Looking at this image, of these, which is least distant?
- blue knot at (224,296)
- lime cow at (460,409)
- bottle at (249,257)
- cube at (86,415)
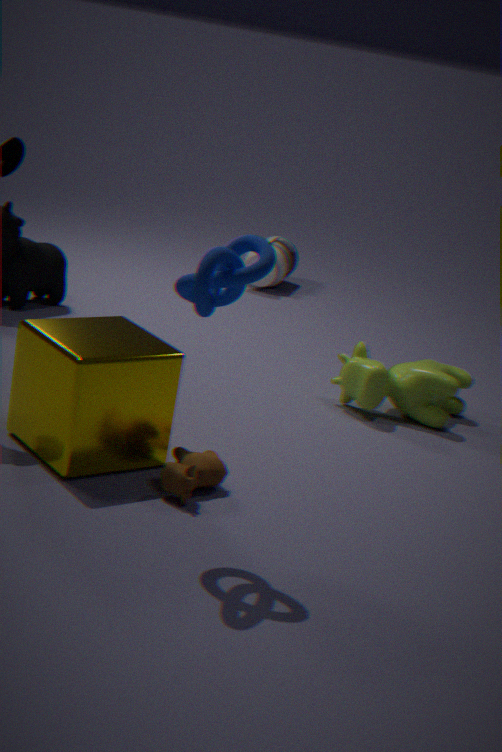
blue knot at (224,296)
